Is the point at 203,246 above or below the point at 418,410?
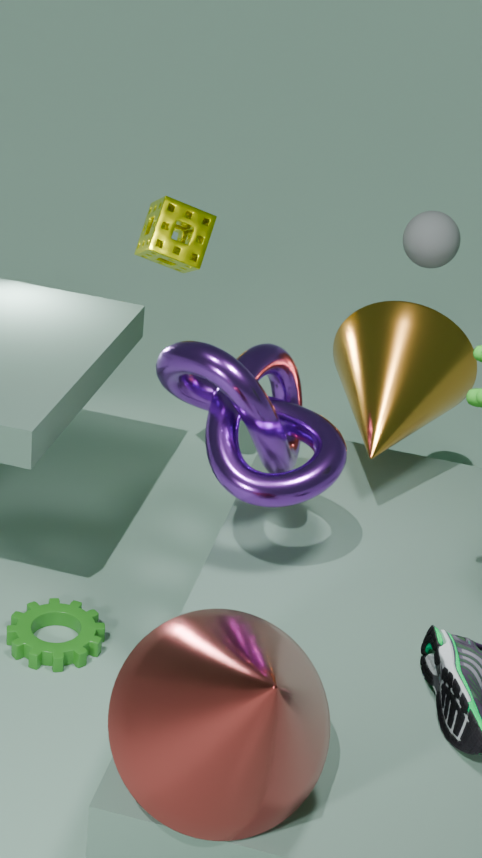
above
